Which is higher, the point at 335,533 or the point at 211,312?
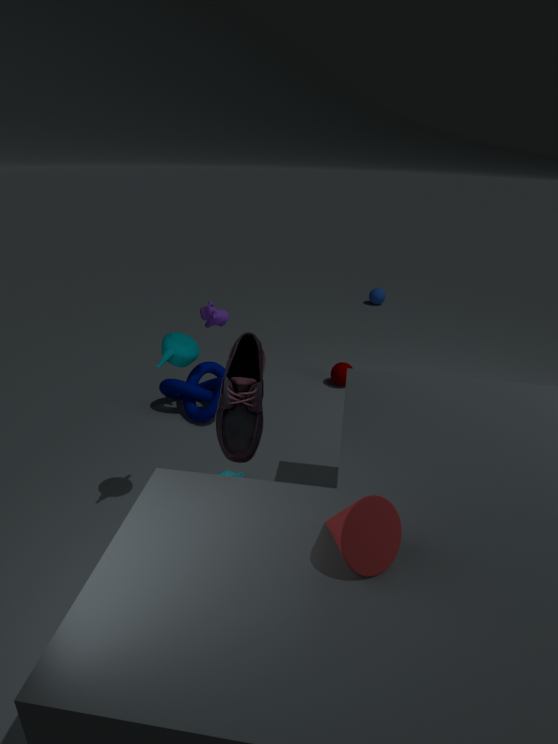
the point at 335,533
